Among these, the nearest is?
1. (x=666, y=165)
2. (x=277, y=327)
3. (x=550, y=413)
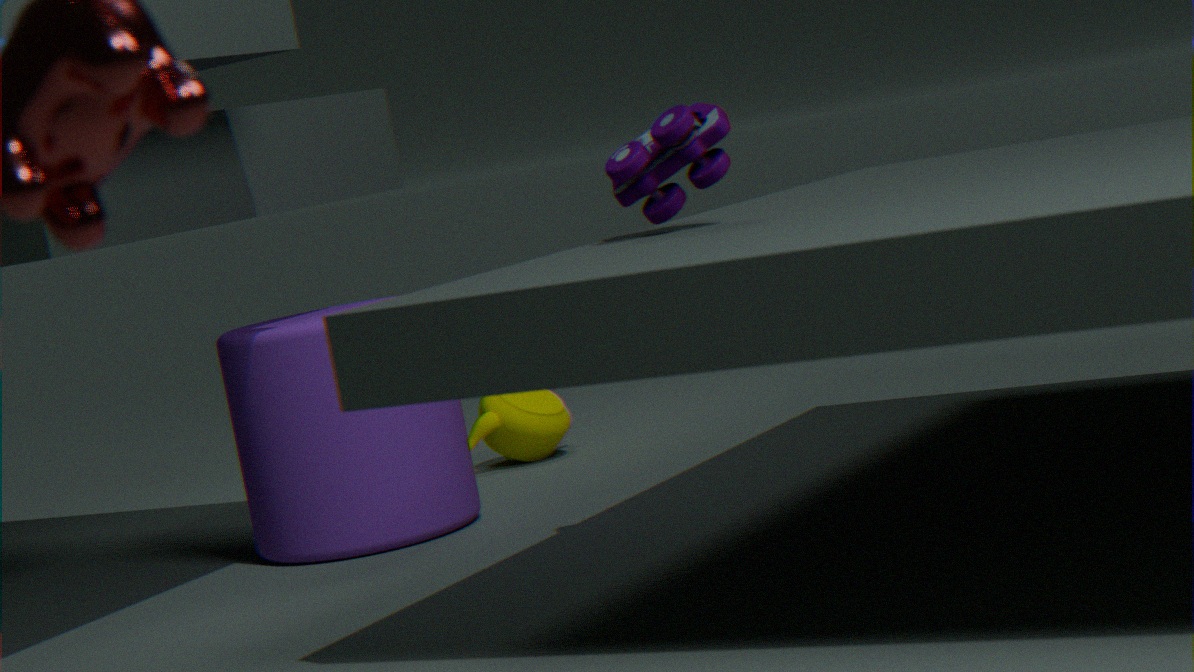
(x=666, y=165)
